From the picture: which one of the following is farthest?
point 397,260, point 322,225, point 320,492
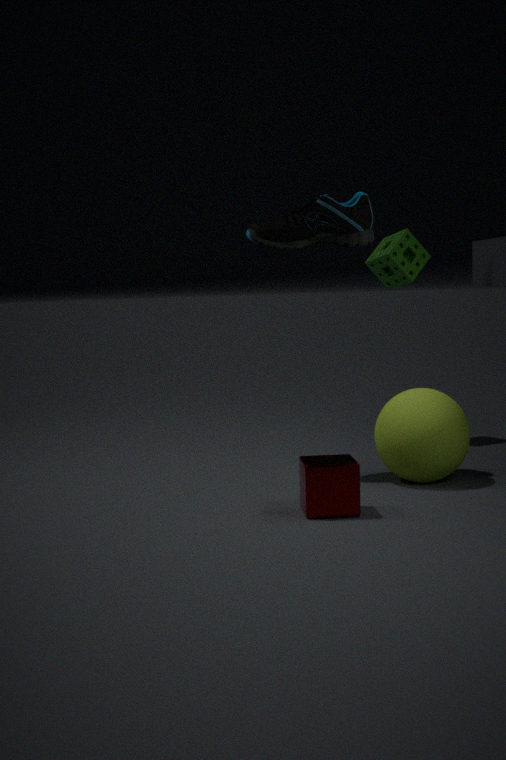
point 397,260
